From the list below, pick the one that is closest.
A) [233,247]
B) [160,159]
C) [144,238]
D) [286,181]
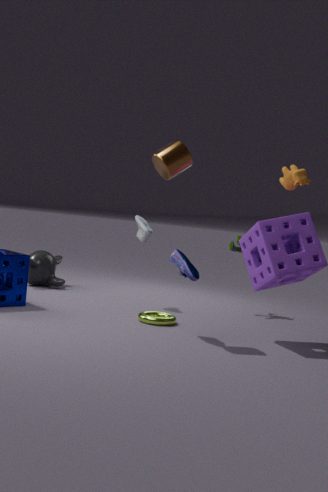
[160,159]
